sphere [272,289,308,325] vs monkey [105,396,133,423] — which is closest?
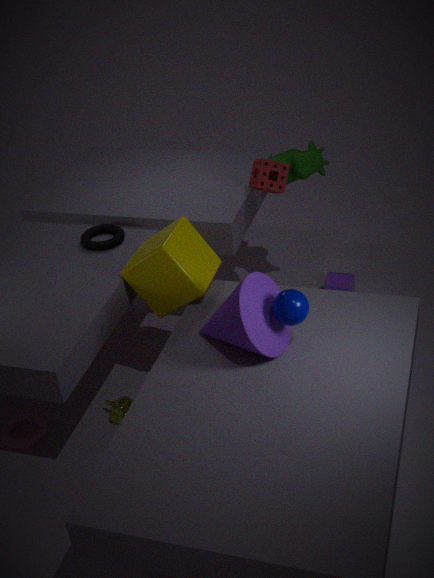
sphere [272,289,308,325]
